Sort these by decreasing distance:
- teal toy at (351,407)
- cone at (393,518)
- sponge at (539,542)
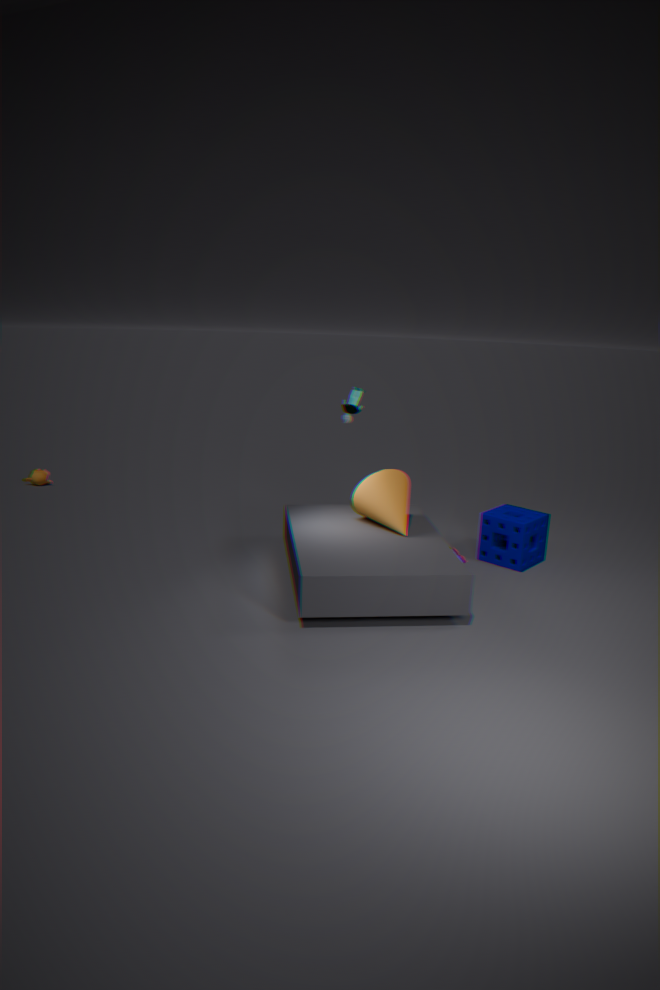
1. teal toy at (351,407)
2. sponge at (539,542)
3. cone at (393,518)
